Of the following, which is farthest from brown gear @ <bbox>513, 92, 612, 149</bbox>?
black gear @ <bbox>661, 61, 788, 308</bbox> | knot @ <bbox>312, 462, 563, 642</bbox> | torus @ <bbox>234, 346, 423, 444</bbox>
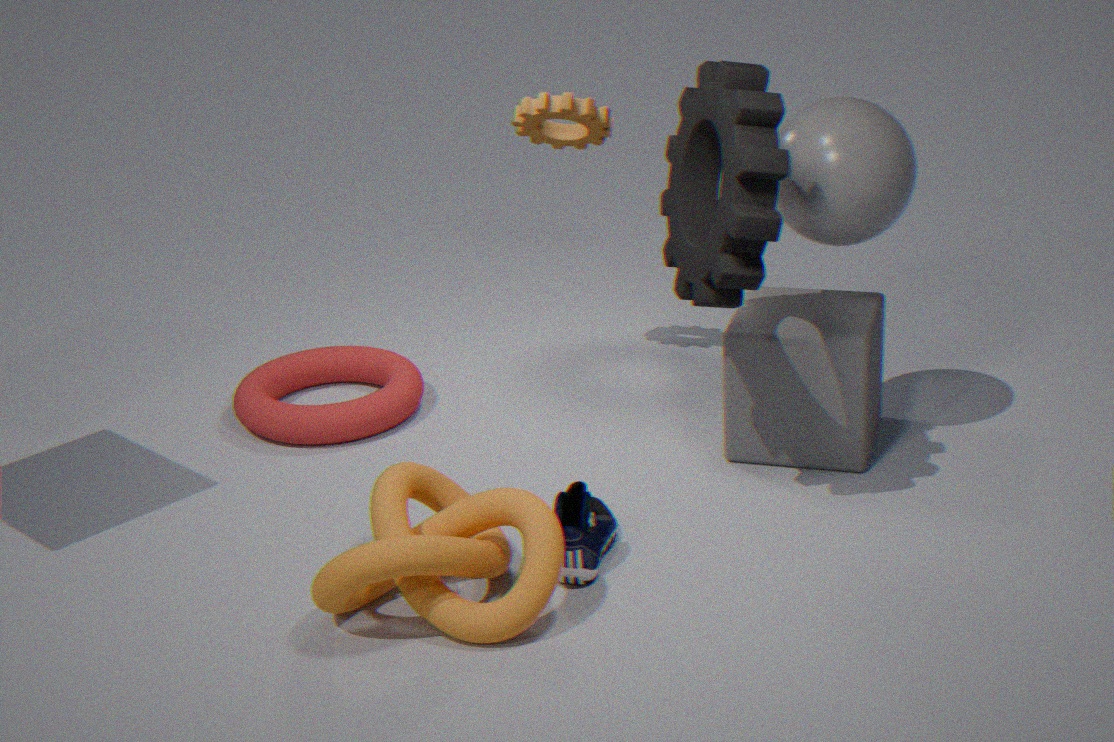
knot @ <bbox>312, 462, 563, 642</bbox>
